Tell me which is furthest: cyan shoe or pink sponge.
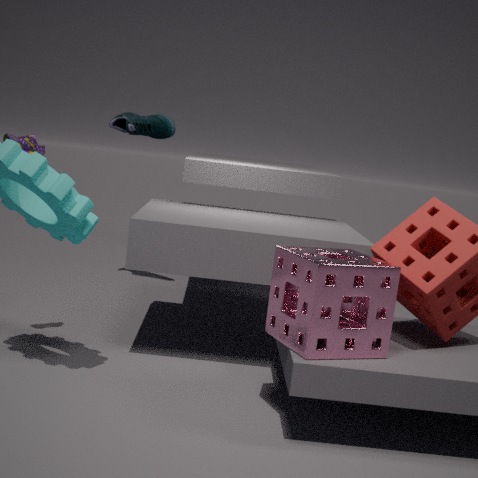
cyan shoe
